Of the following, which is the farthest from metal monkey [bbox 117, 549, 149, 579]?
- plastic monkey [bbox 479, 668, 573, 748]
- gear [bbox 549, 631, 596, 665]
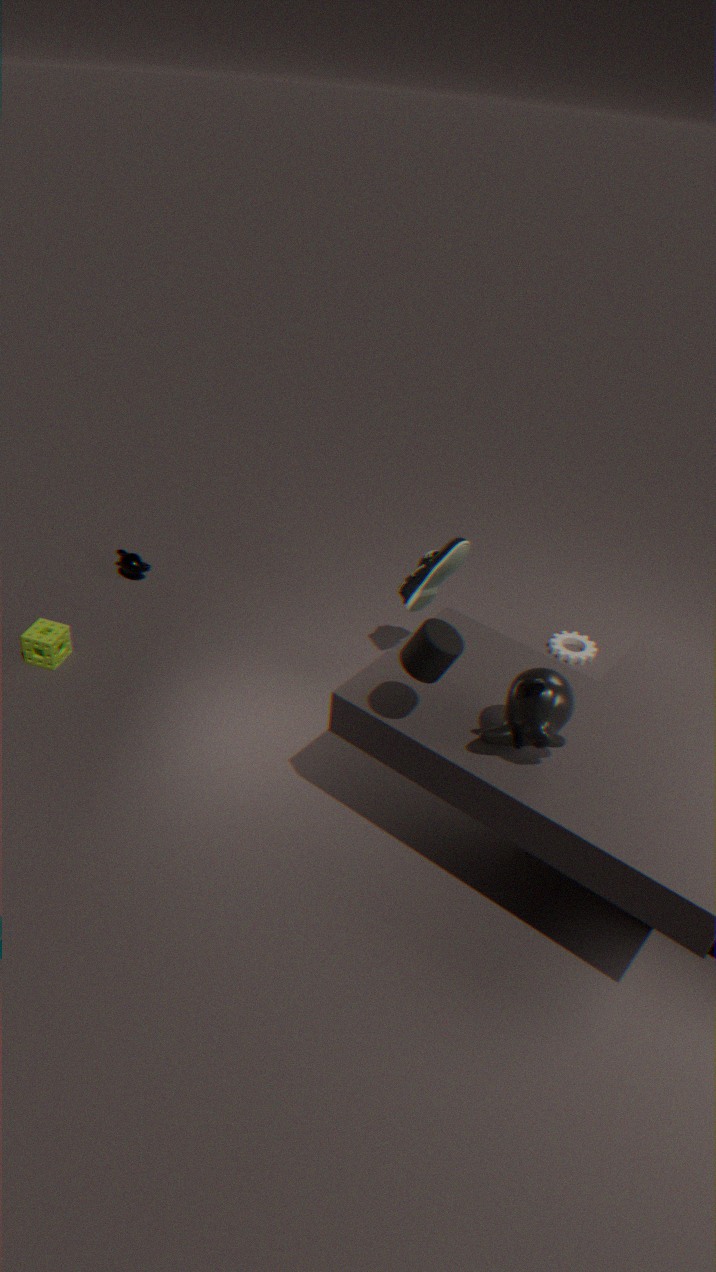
plastic monkey [bbox 479, 668, 573, 748]
